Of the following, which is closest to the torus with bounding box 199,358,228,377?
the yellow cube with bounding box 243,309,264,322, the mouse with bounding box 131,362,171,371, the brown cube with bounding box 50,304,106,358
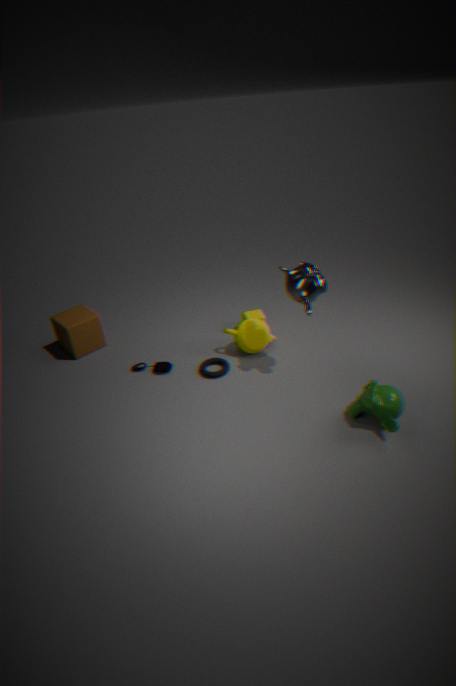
the mouse with bounding box 131,362,171,371
